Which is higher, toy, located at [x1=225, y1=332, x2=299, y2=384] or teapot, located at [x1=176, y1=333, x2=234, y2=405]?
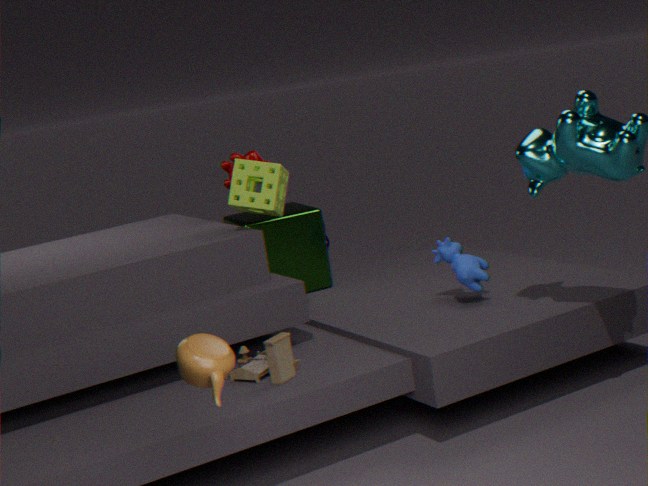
teapot, located at [x1=176, y1=333, x2=234, y2=405]
